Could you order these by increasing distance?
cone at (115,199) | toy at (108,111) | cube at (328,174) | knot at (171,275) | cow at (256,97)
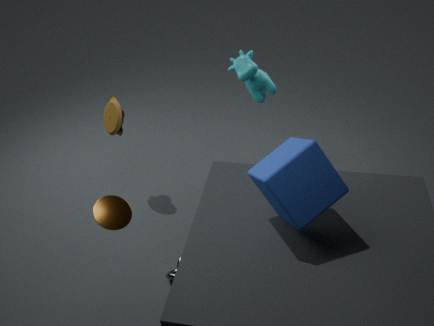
1. cube at (328,174)
2. cone at (115,199)
3. knot at (171,275)
4. cow at (256,97)
5. toy at (108,111)
